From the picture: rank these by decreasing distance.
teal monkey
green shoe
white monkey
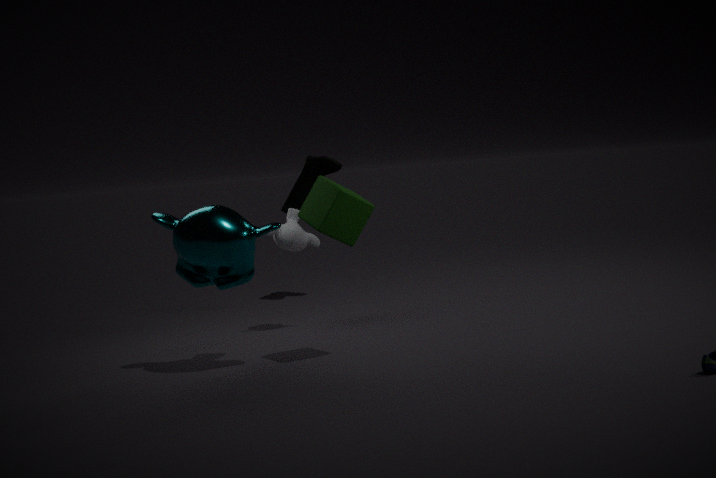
green shoe, white monkey, teal monkey
